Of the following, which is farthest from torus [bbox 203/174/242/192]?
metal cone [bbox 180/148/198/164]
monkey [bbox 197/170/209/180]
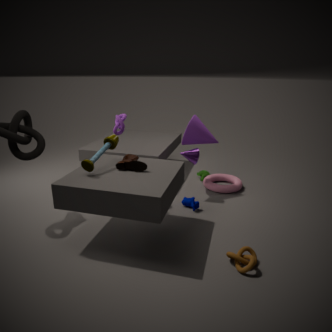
metal cone [bbox 180/148/198/164]
